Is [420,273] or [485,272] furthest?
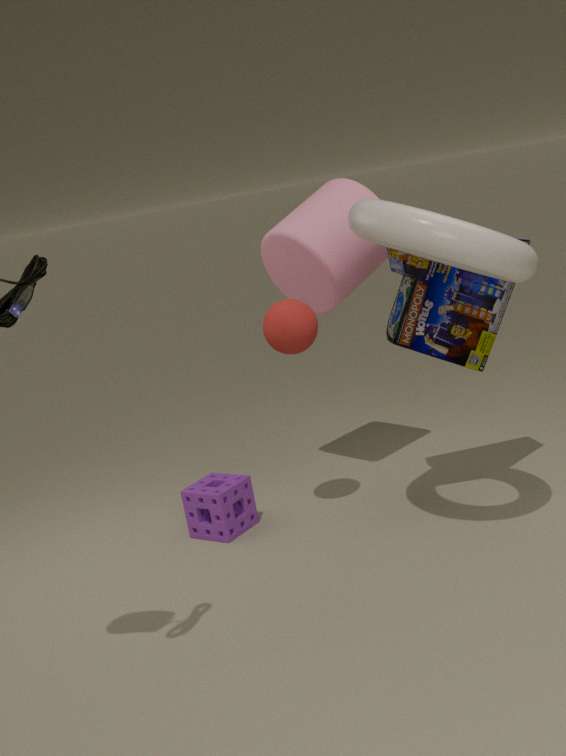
[420,273]
